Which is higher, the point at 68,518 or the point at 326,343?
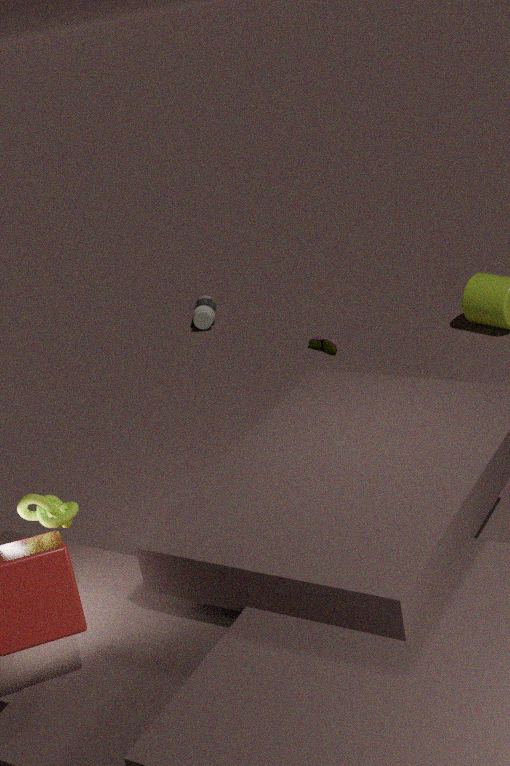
the point at 68,518
